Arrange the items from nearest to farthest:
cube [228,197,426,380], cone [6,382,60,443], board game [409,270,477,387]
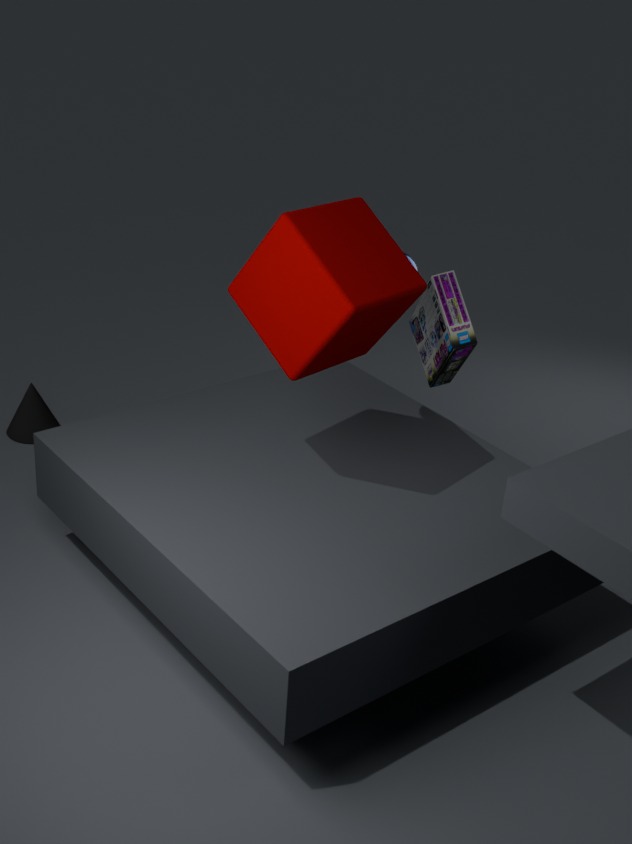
cube [228,197,426,380] → board game [409,270,477,387] → cone [6,382,60,443]
